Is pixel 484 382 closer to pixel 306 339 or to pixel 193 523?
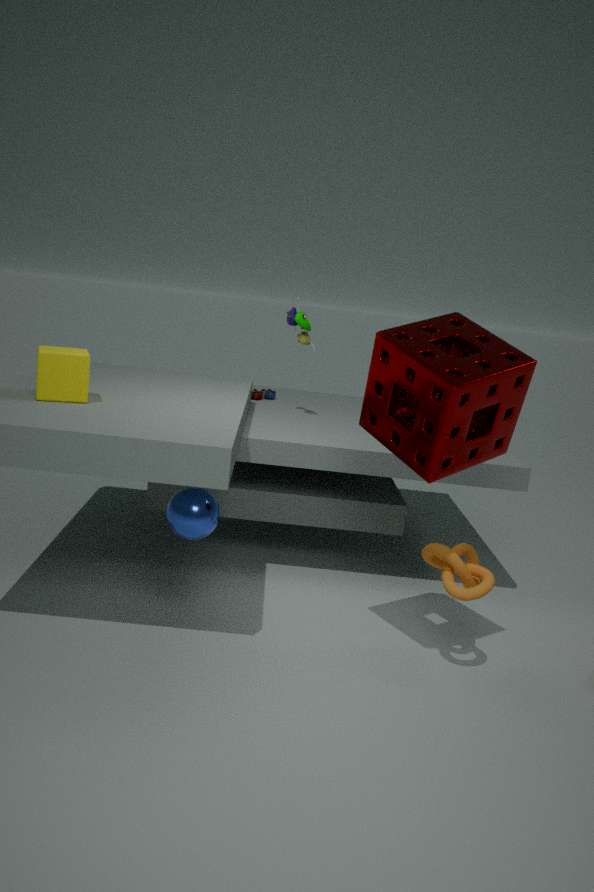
pixel 193 523
